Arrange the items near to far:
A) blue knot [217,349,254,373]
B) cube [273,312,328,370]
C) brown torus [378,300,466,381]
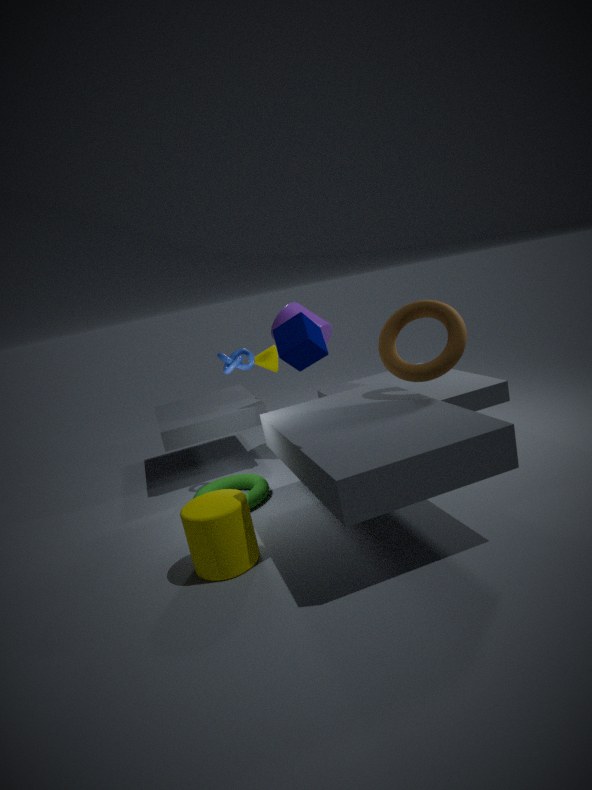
cube [273,312,328,370]
brown torus [378,300,466,381]
blue knot [217,349,254,373]
